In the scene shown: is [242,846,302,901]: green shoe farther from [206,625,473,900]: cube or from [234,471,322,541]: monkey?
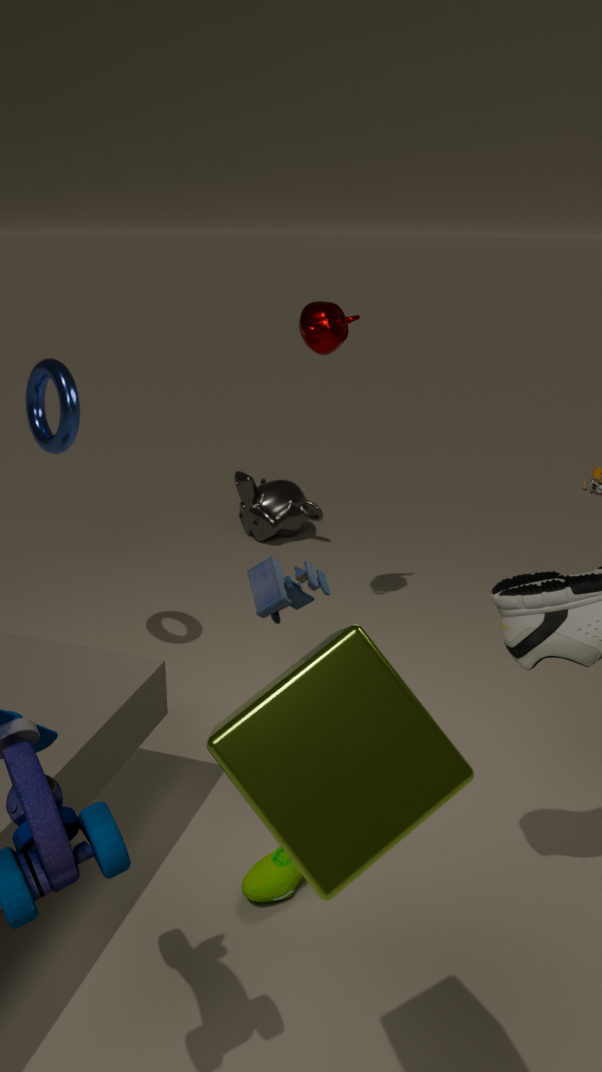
[234,471,322,541]: monkey
